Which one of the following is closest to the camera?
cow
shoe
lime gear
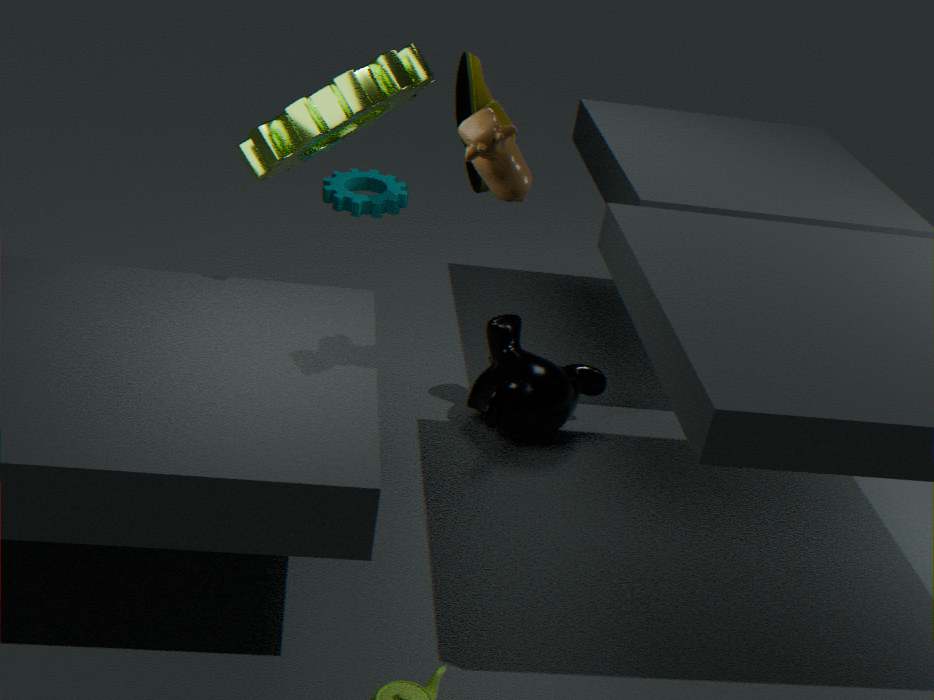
cow
